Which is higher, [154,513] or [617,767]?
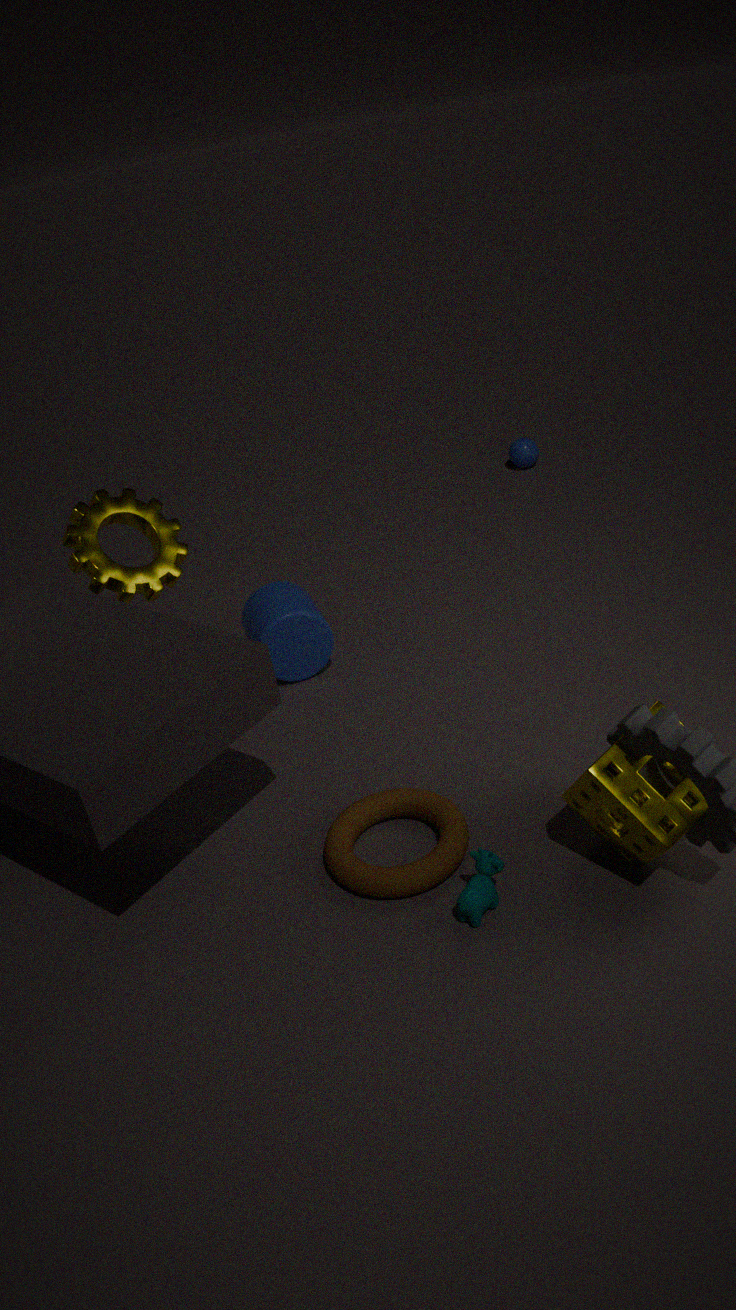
[154,513]
